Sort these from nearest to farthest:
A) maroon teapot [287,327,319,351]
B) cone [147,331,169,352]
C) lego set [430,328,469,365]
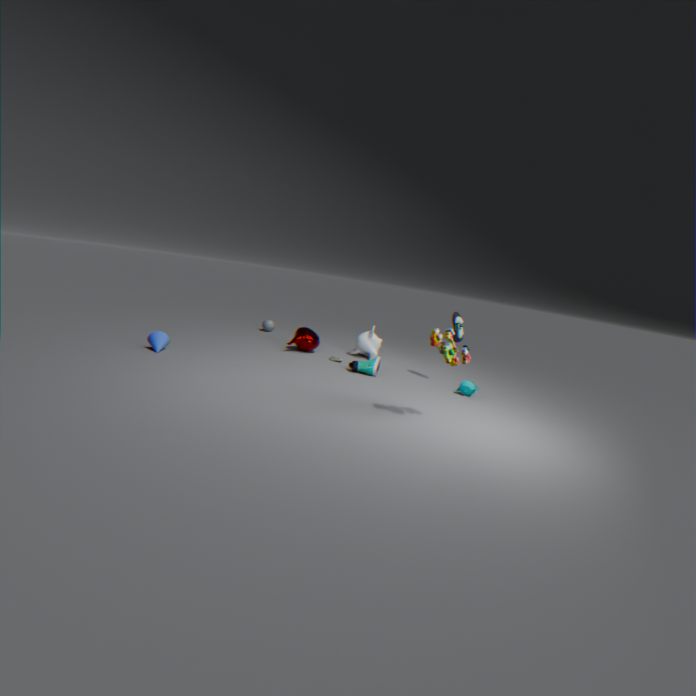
1. lego set [430,328,469,365]
2. cone [147,331,169,352]
3. maroon teapot [287,327,319,351]
